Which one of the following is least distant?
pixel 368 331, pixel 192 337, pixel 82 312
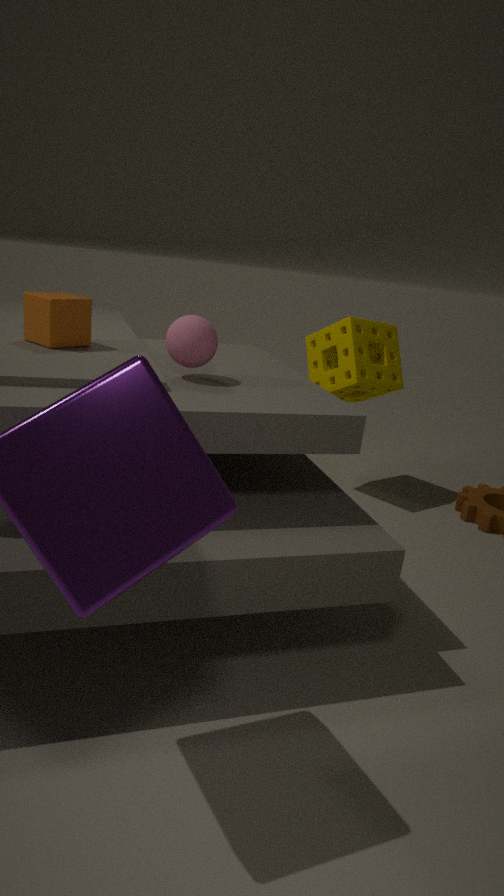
pixel 192 337
